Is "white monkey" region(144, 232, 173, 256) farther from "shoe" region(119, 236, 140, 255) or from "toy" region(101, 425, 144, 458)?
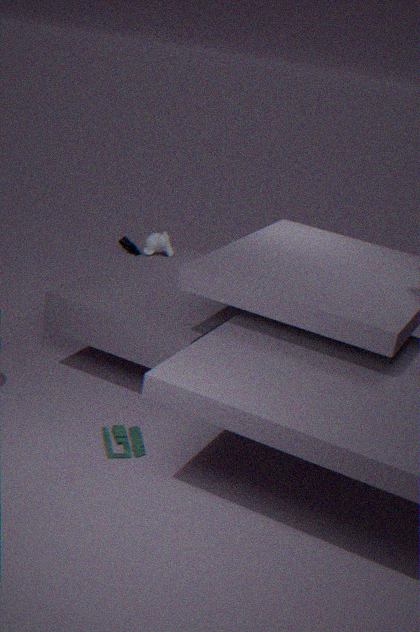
"toy" region(101, 425, 144, 458)
